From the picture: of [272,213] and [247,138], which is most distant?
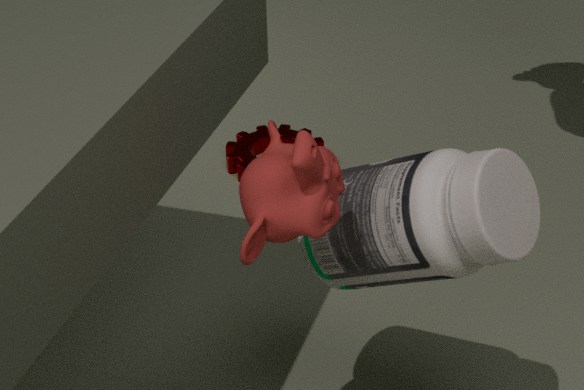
[247,138]
